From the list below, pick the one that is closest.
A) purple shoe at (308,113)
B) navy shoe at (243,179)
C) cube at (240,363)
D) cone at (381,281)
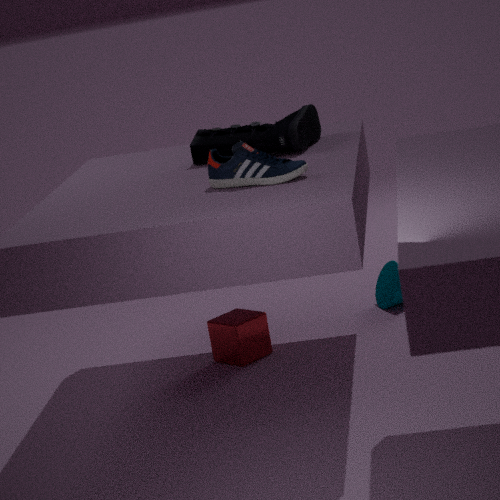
navy shoe at (243,179)
